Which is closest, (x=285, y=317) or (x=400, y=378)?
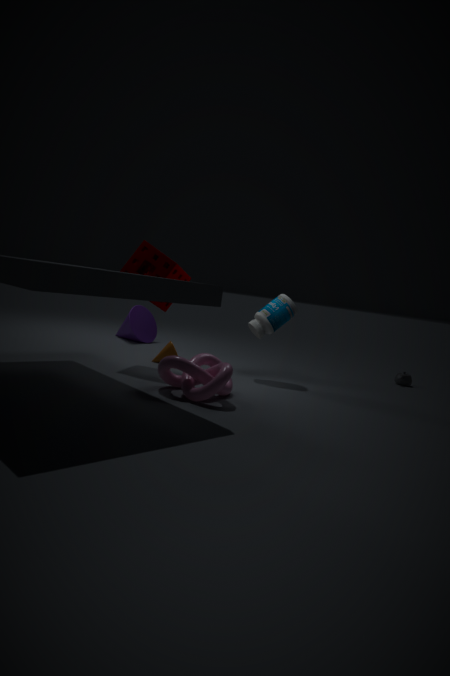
(x=285, y=317)
